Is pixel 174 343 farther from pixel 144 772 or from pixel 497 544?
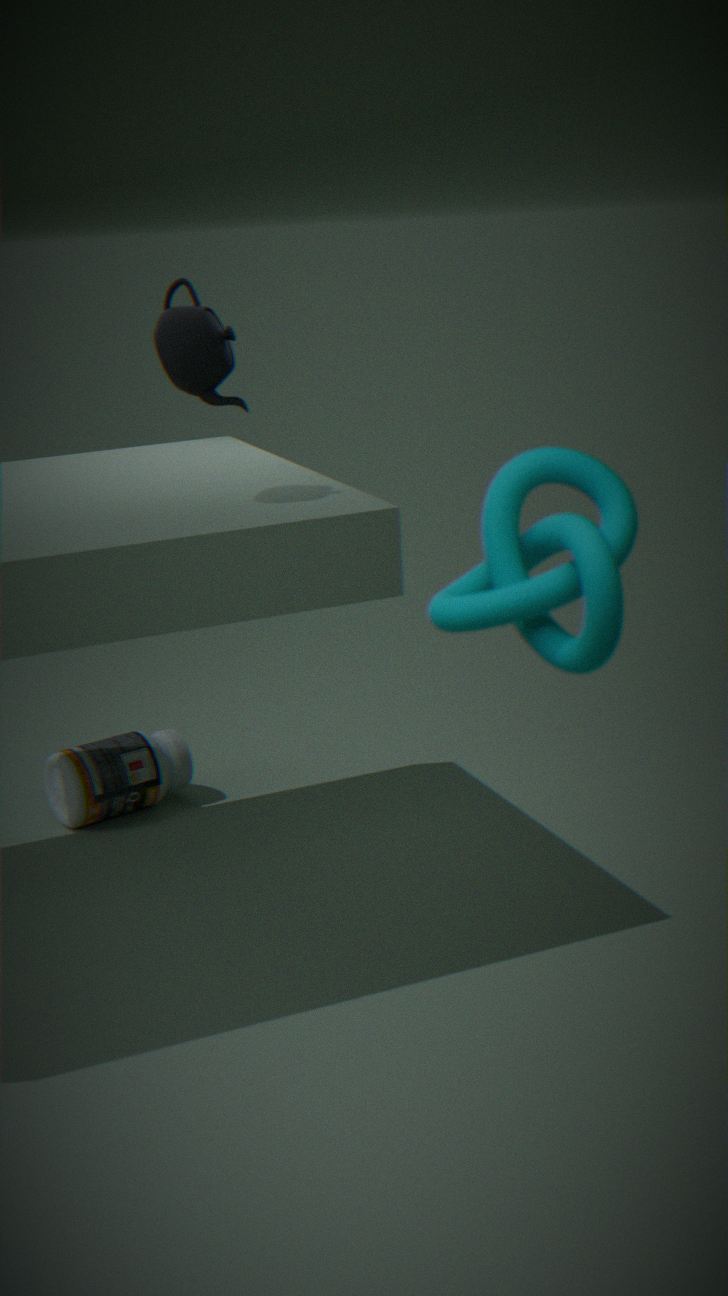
pixel 497 544
